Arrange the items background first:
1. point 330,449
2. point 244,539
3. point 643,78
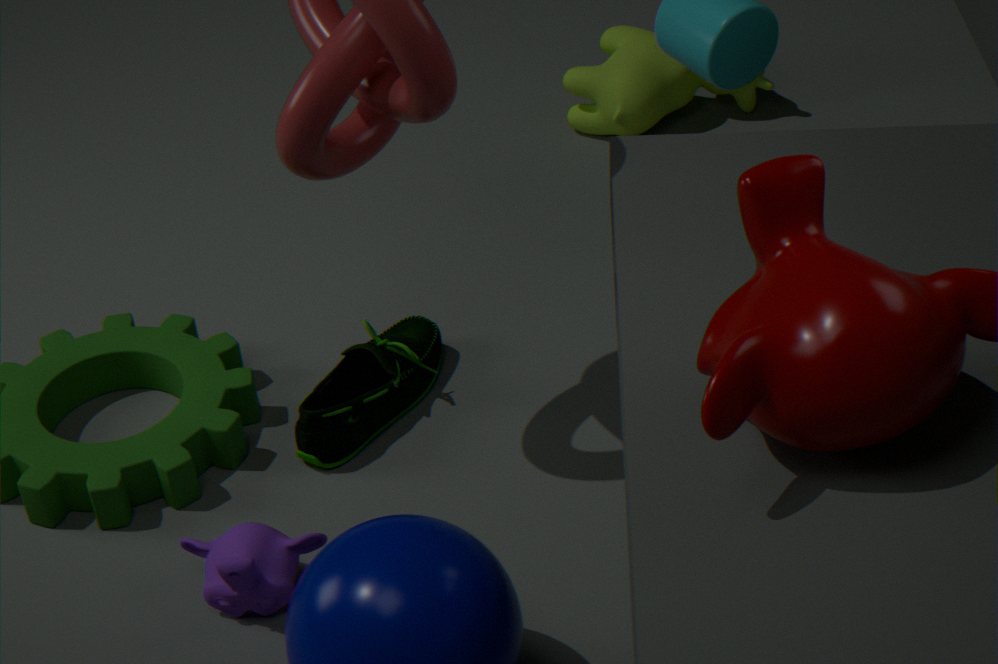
1. point 643,78
2. point 330,449
3. point 244,539
